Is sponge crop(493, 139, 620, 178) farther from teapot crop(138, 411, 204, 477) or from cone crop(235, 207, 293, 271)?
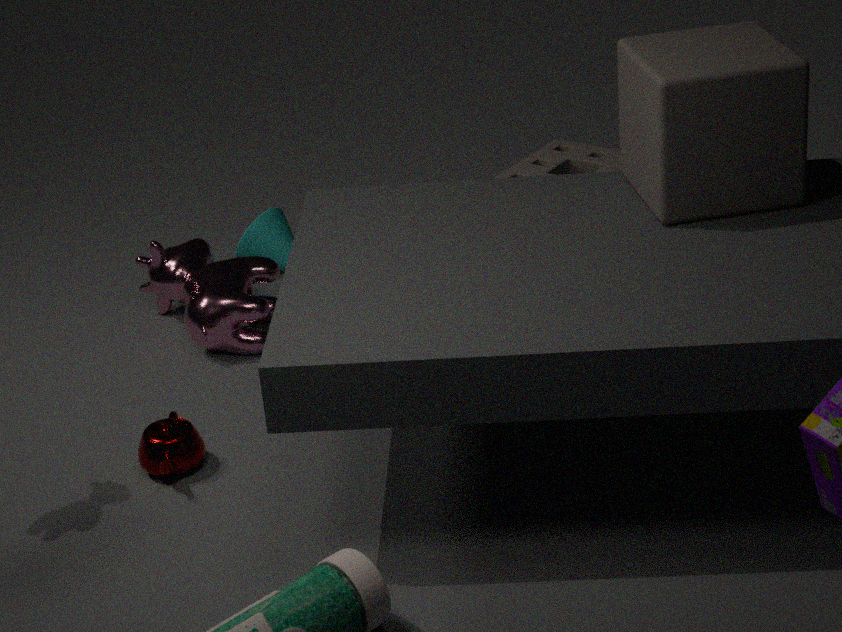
teapot crop(138, 411, 204, 477)
